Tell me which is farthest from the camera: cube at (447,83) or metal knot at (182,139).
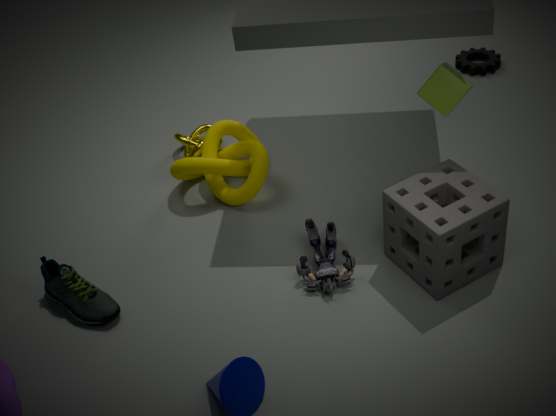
metal knot at (182,139)
